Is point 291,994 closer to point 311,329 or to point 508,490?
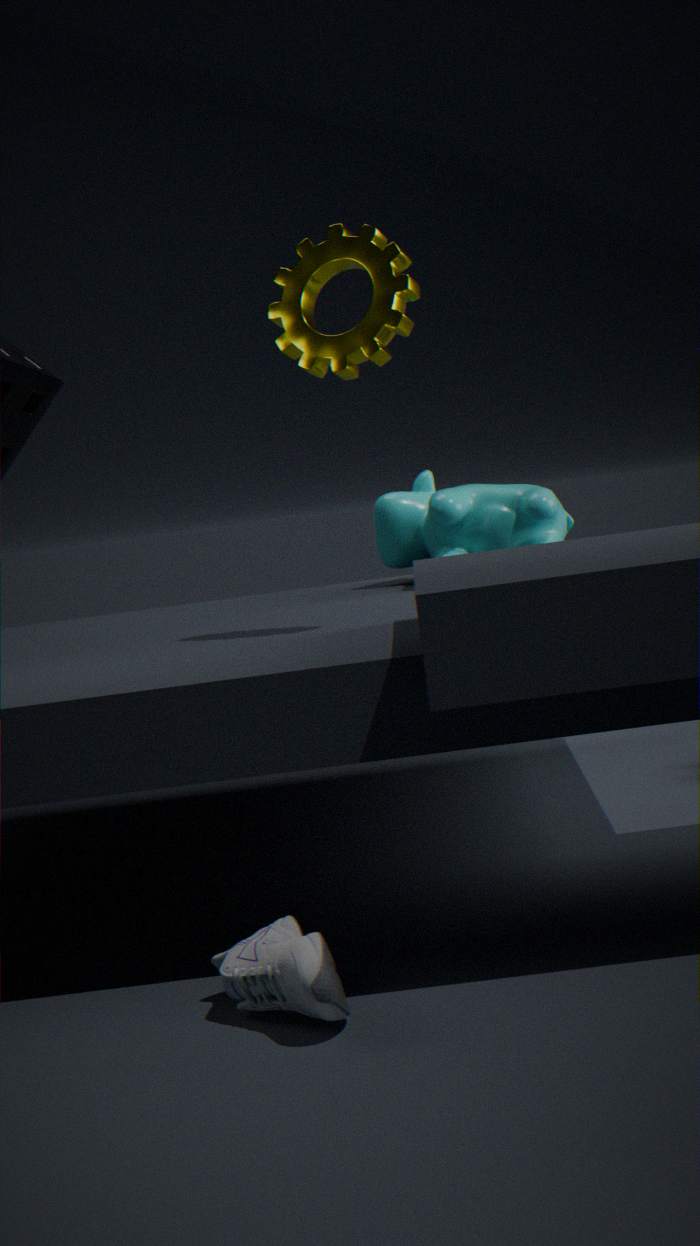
point 311,329
